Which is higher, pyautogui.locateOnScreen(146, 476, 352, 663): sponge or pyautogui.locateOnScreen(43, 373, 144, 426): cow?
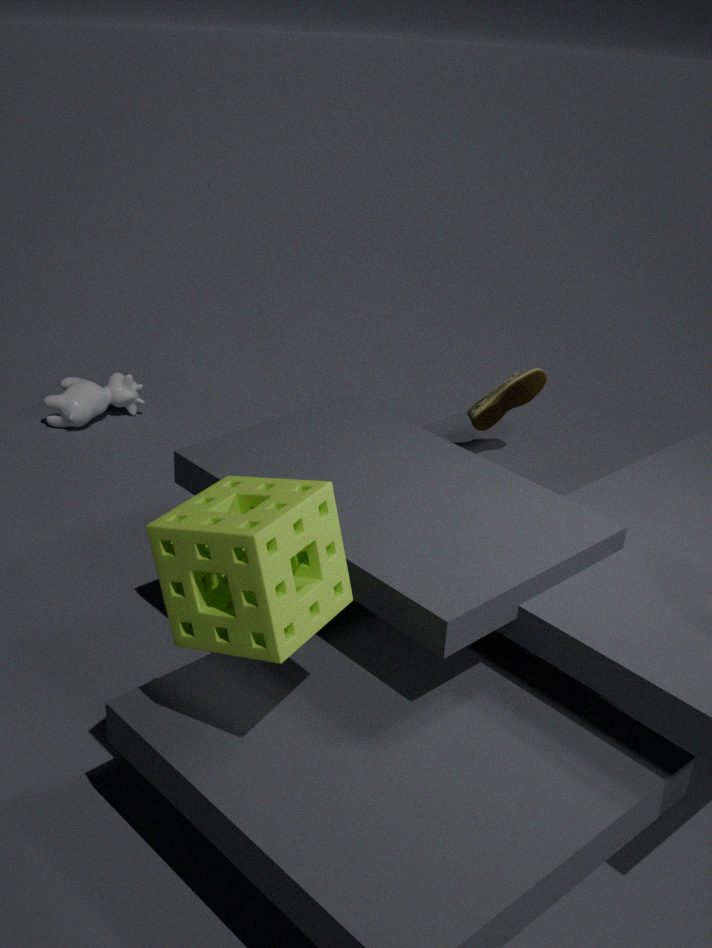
pyautogui.locateOnScreen(146, 476, 352, 663): sponge
